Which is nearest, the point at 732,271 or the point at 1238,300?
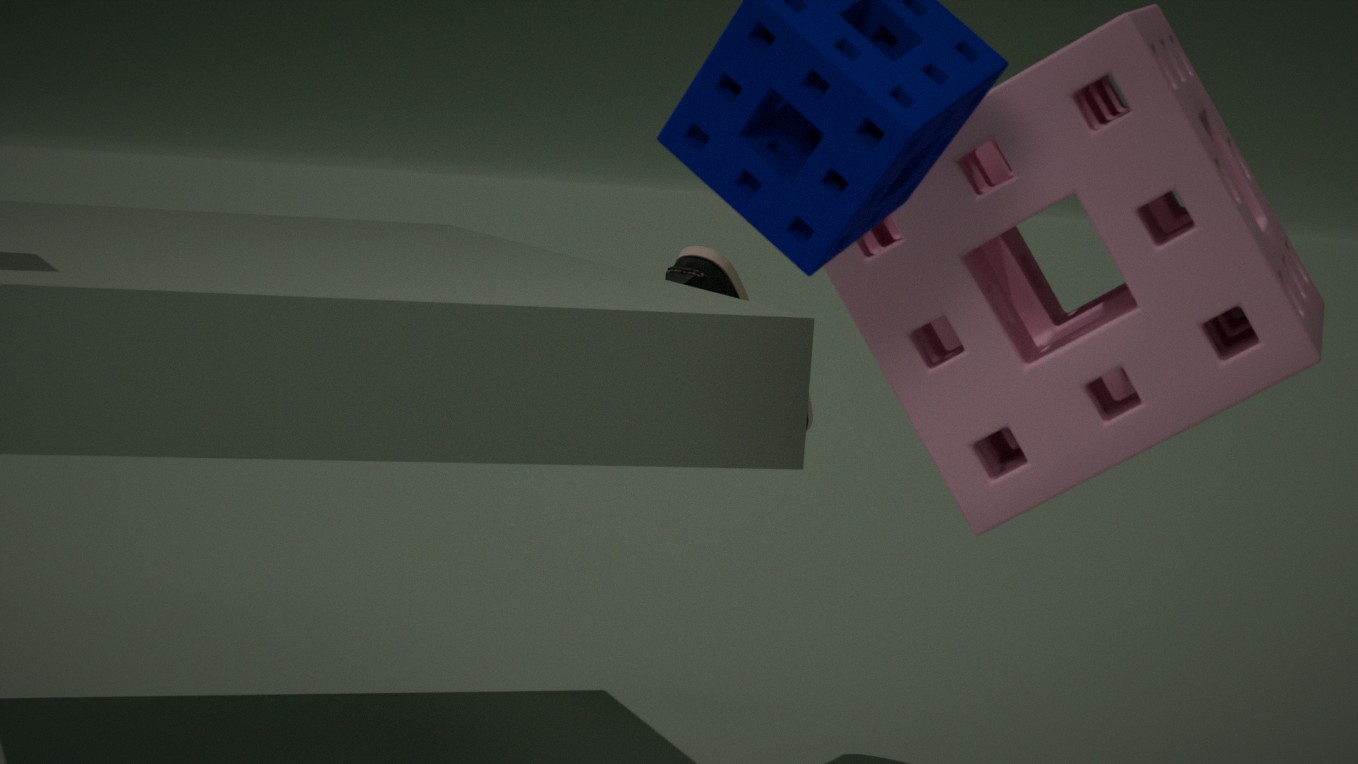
the point at 1238,300
